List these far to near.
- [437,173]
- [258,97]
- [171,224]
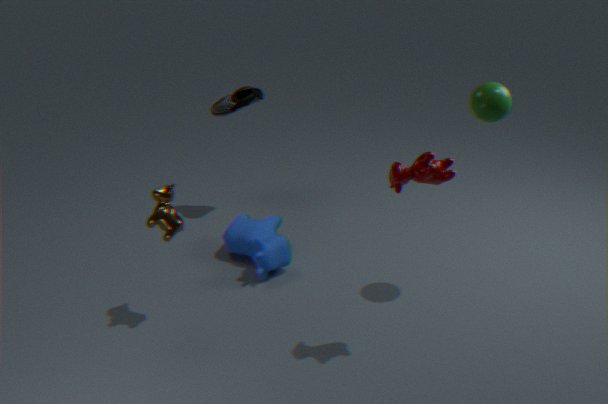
[258,97] → [171,224] → [437,173]
